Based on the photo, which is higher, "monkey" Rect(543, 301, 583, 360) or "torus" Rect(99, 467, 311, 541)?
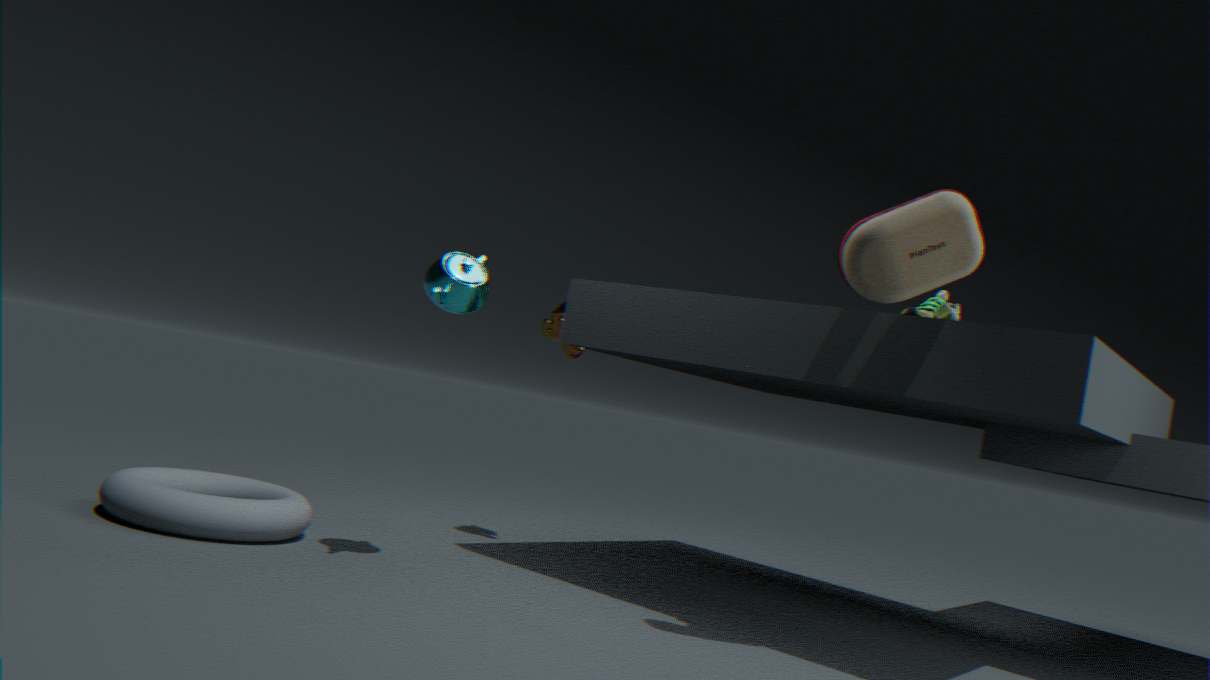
"monkey" Rect(543, 301, 583, 360)
